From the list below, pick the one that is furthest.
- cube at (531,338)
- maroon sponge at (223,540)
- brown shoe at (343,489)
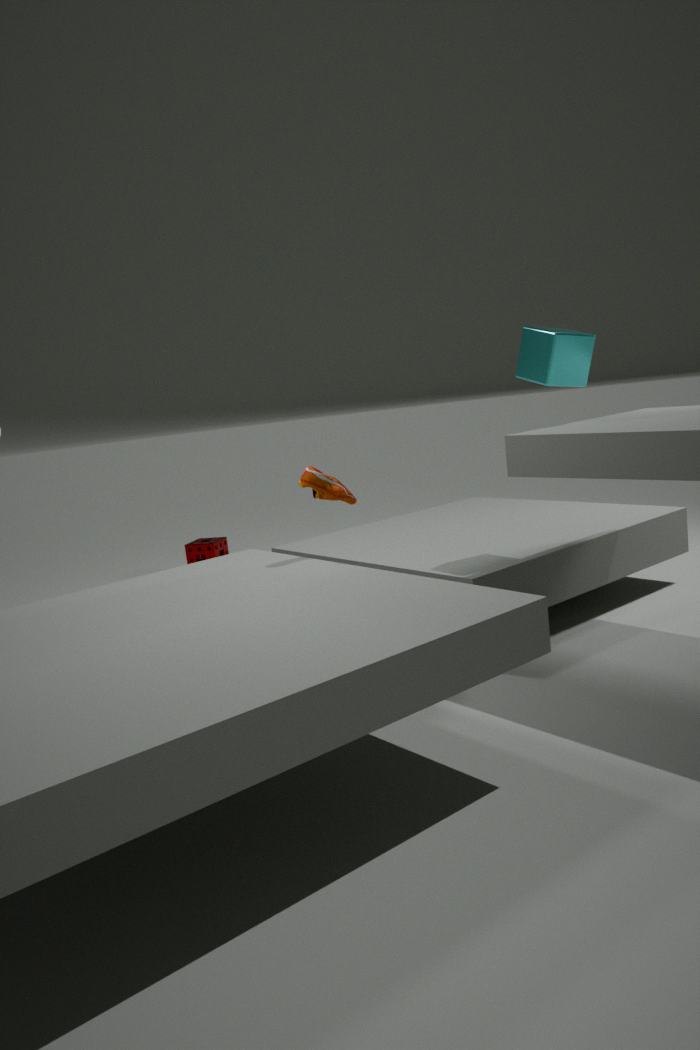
maroon sponge at (223,540)
